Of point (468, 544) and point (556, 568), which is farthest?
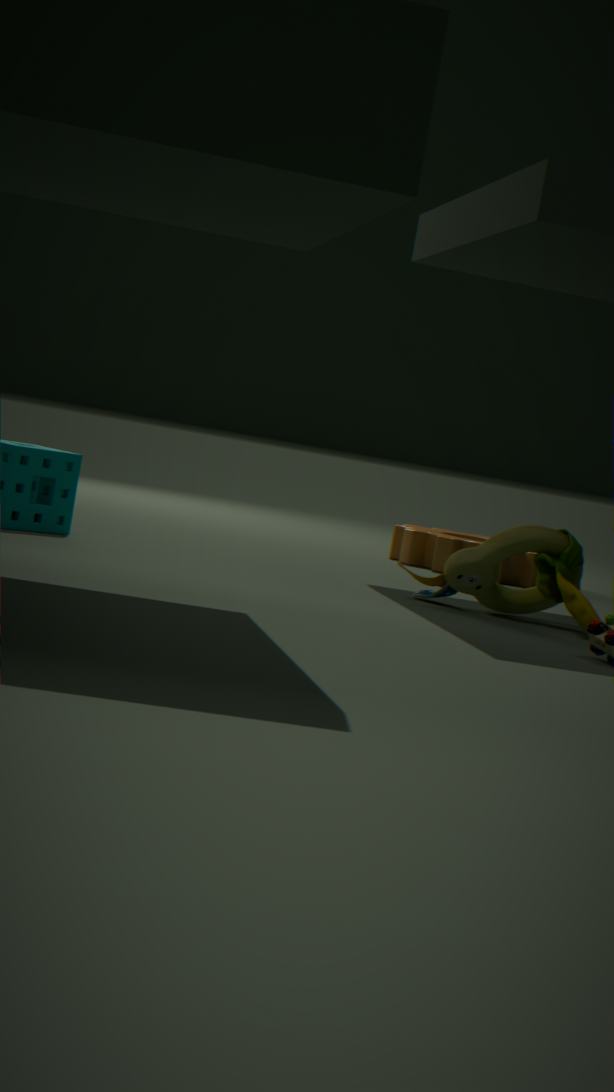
point (468, 544)
